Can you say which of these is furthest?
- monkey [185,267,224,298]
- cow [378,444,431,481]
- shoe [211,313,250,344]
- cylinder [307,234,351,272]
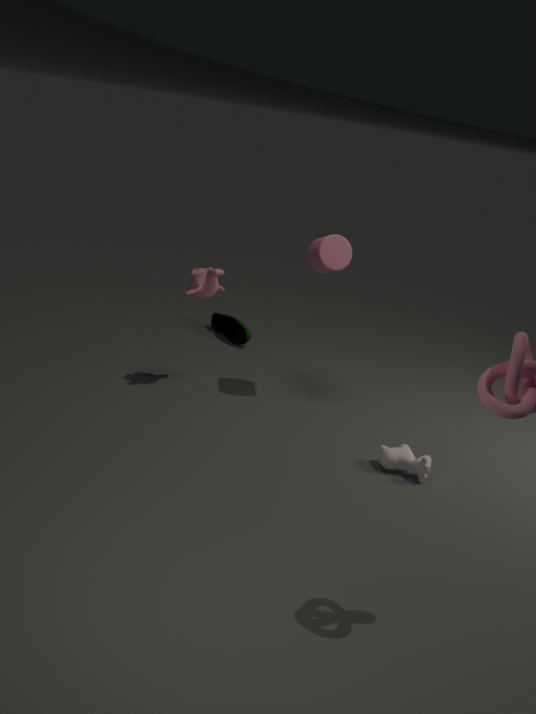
shoe [211,313,250,344]
